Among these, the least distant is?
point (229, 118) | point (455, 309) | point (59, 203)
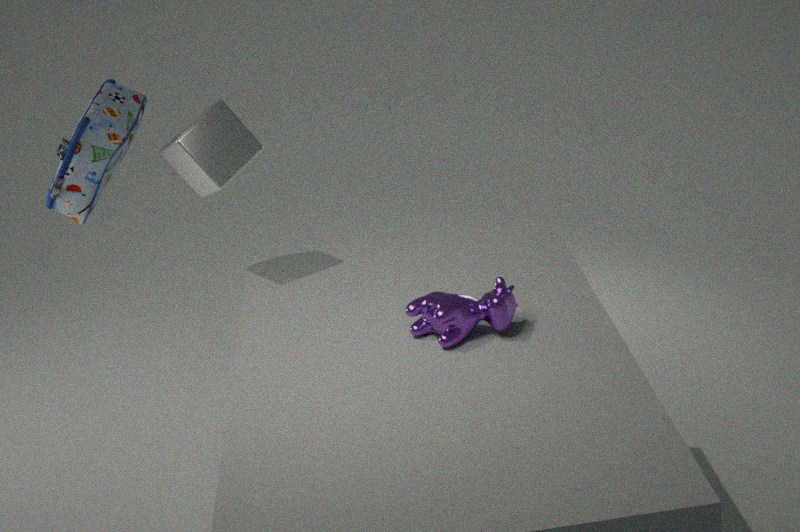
point (455, 309)
